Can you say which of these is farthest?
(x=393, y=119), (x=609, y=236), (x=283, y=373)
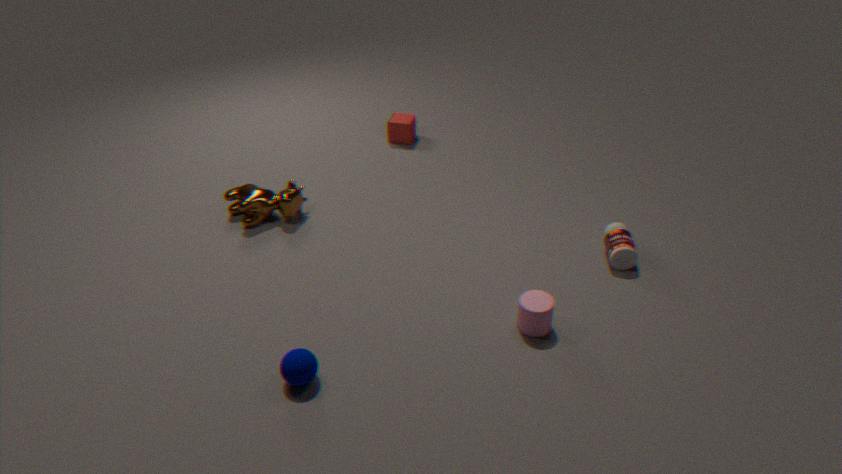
(x=393, y=119)
